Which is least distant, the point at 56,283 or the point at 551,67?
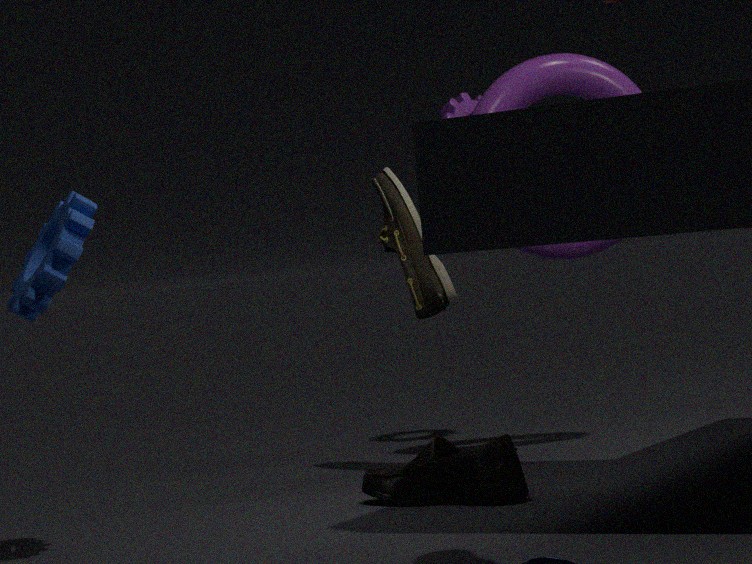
the point at 56,283
